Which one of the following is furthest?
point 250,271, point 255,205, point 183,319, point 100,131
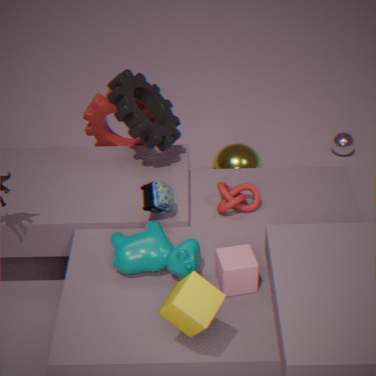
point 100,131
